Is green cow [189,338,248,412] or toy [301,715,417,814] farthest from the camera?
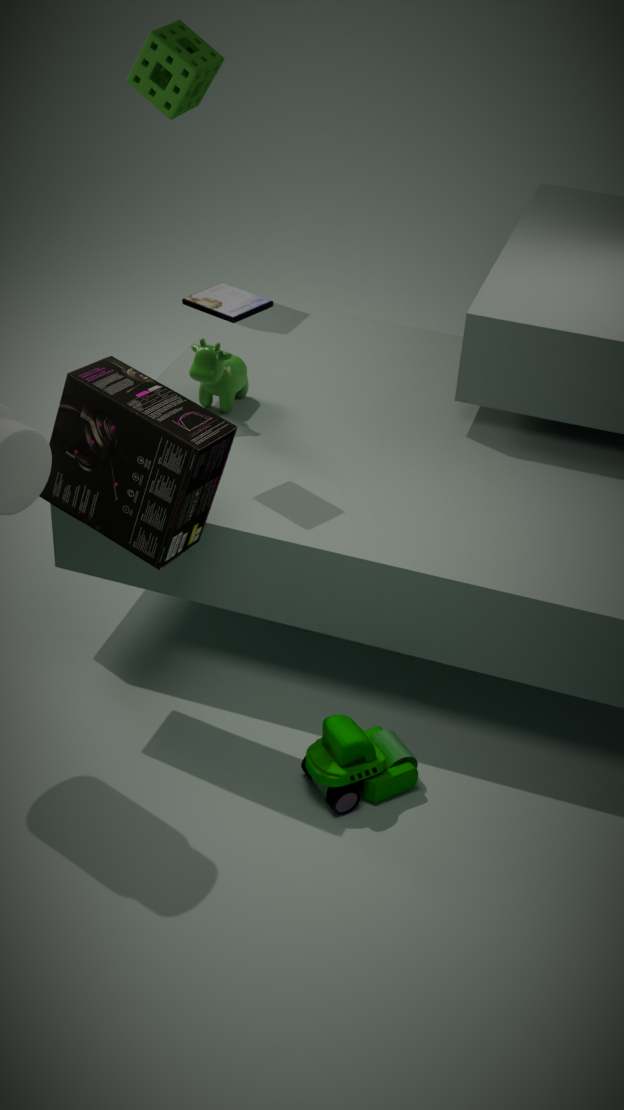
green cow [189,338,248,412]
